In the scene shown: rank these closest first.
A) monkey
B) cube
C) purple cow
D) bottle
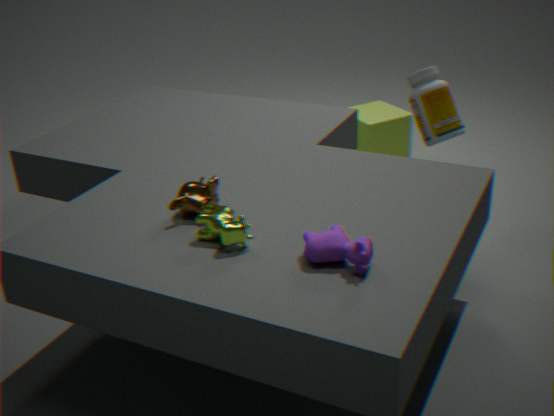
purple cow, monkey, bottle, cube
